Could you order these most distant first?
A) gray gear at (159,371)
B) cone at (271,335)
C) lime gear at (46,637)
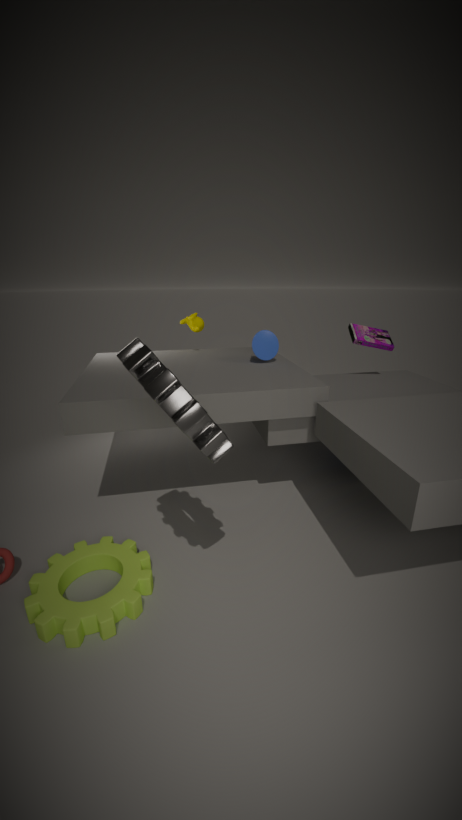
cone at (271,335) < lime gear at (46,637) < gray gear at (159,371)
